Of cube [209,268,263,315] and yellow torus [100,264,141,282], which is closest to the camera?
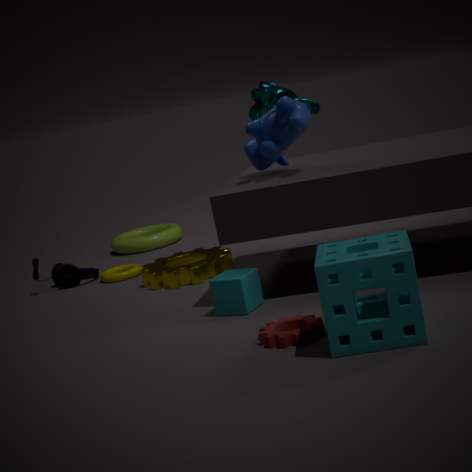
cube [209,268,263,315]
